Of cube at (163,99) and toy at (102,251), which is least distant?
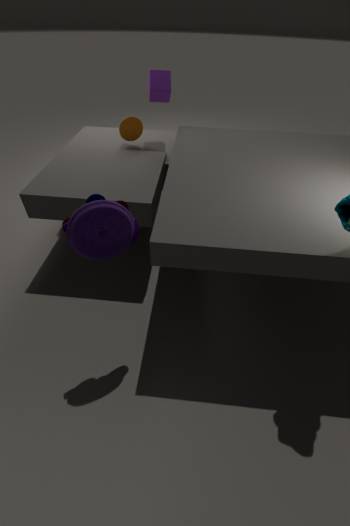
toy at (102,251)
